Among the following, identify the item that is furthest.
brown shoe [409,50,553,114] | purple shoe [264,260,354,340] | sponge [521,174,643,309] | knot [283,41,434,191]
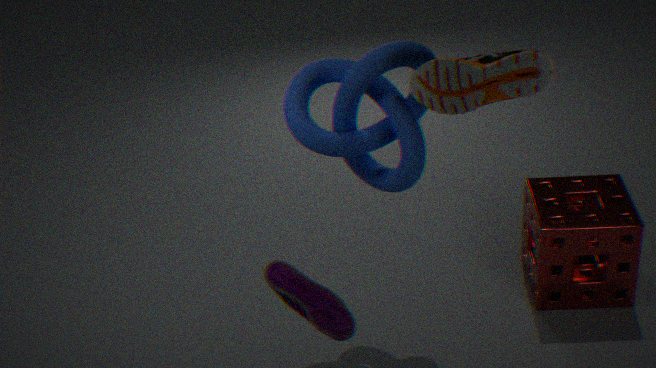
sponge [521,174,643,309]
